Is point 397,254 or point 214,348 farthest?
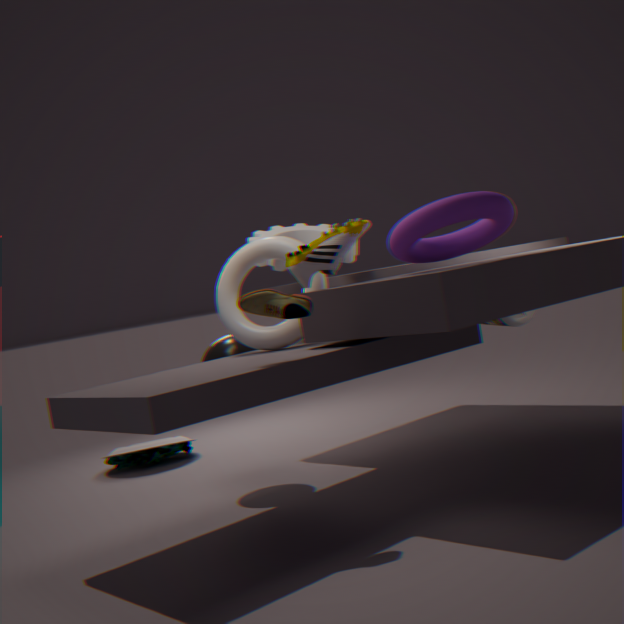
point 214,348
